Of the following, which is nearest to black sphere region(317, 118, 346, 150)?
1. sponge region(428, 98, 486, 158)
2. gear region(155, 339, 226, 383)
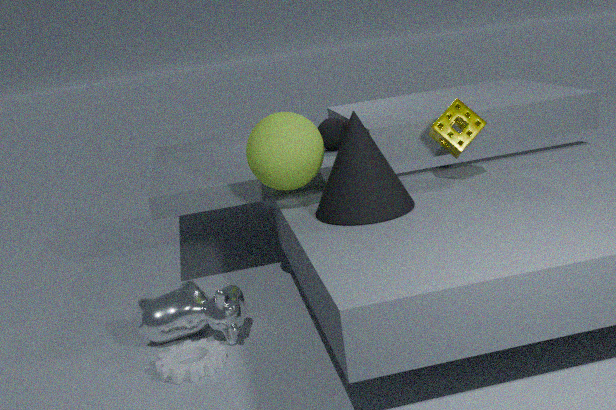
sponge region(428, 98, 486, 158)
